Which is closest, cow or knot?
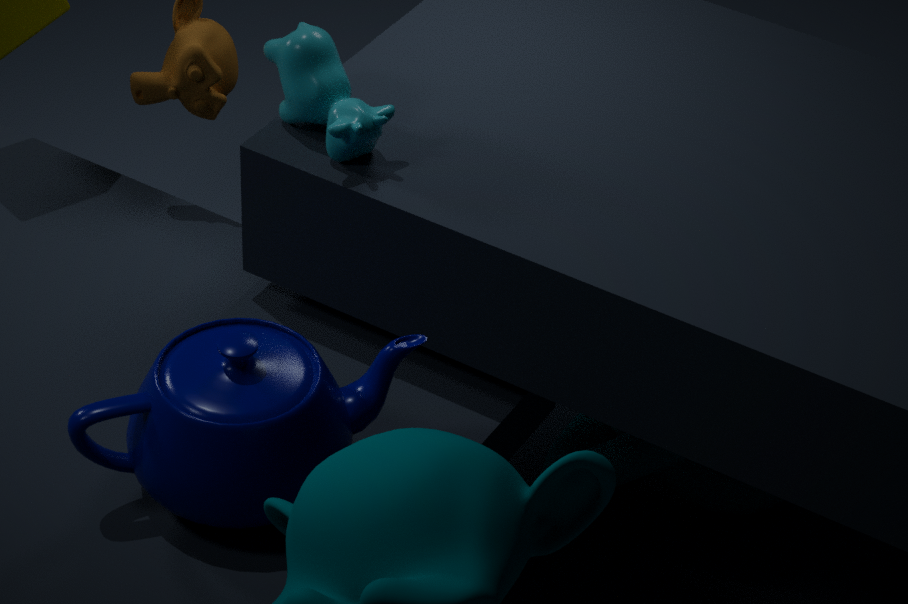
cow
